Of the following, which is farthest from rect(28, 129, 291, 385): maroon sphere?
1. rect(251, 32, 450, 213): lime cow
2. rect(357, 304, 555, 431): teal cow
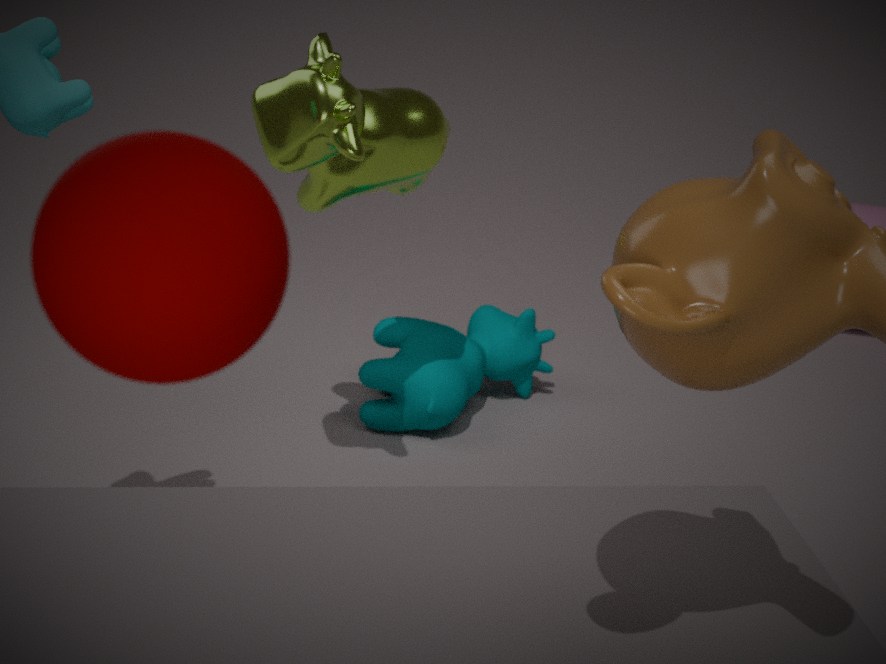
rect(357, 304, 555, 431): teal cow
